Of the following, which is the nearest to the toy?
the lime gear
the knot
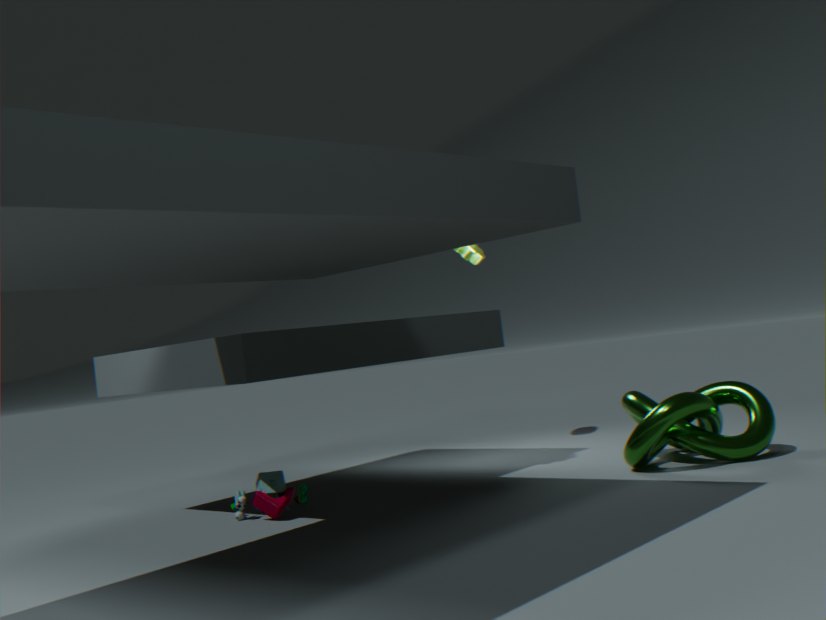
the knot
